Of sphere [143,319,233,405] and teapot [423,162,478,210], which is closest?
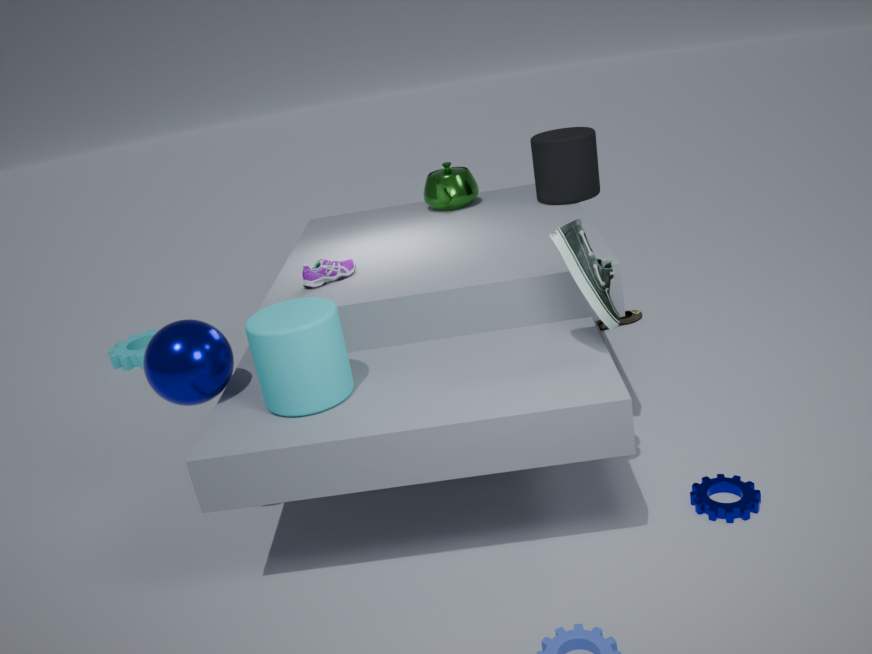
sphere [143,319,233,405]
